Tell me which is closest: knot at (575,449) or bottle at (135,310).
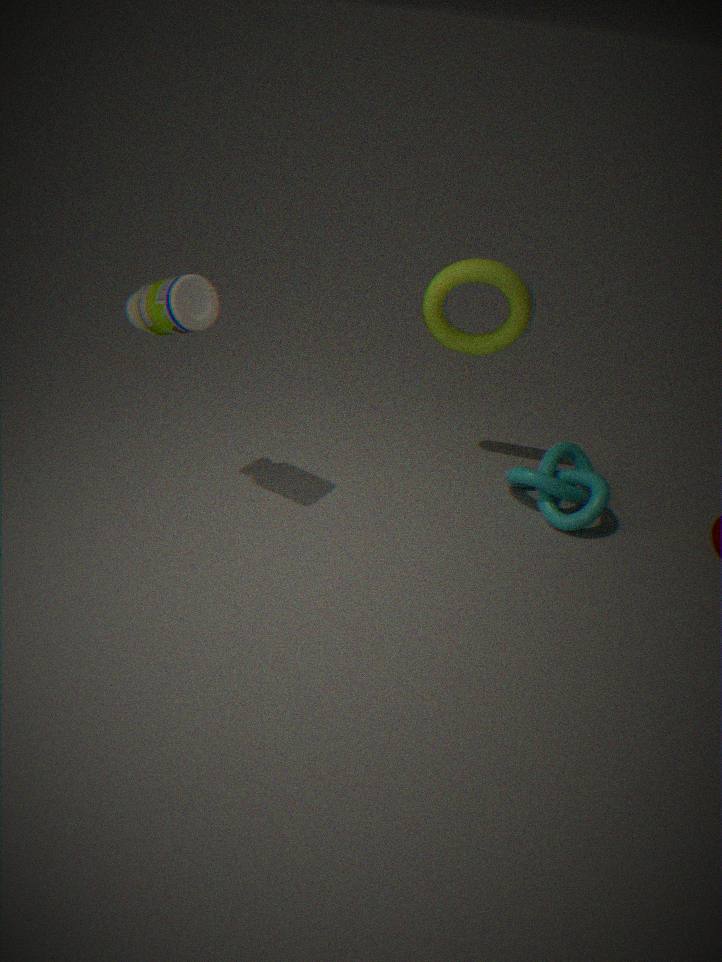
bottle at (135,310)
